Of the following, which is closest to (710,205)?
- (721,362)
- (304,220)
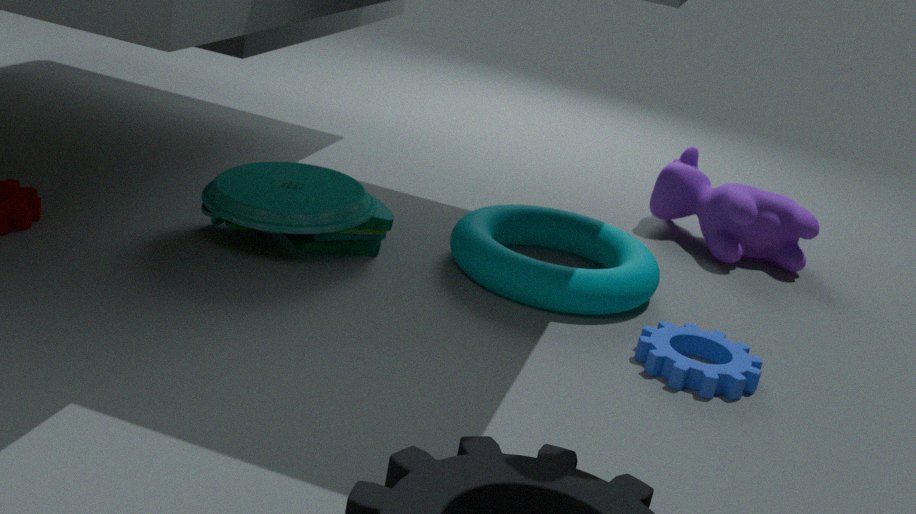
(721,362)
